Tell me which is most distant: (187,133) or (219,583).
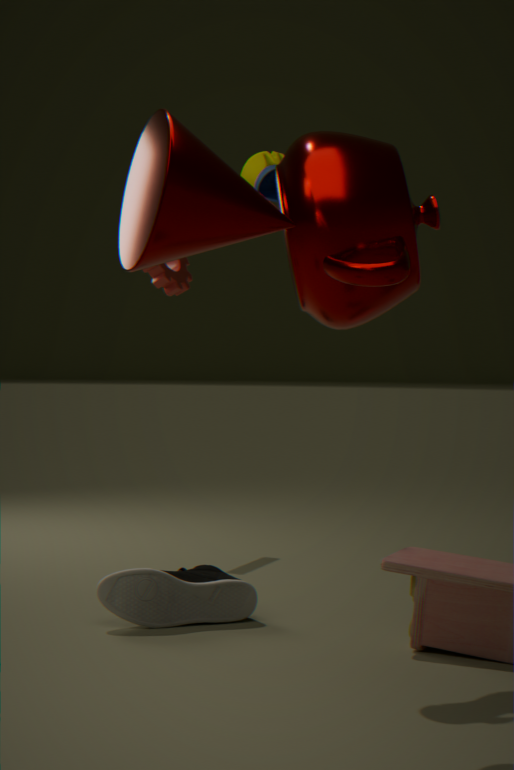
(219,583)
